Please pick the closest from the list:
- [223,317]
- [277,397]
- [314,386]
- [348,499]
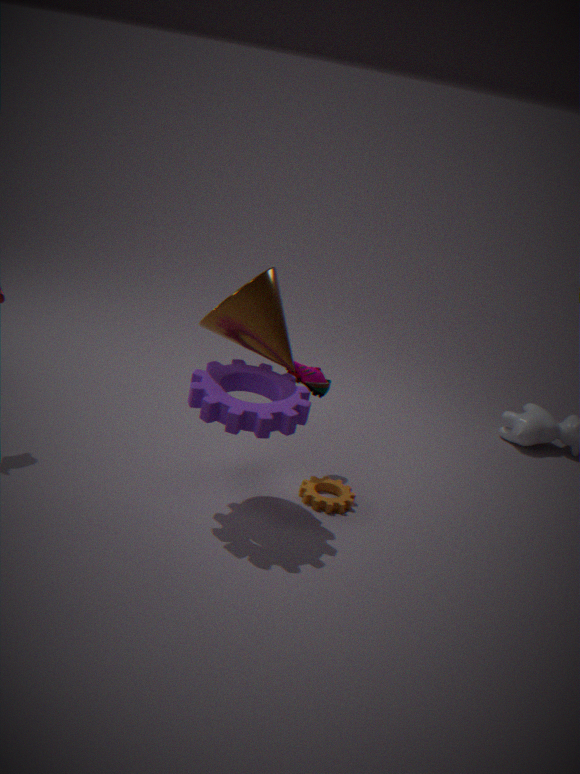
[223,317]
